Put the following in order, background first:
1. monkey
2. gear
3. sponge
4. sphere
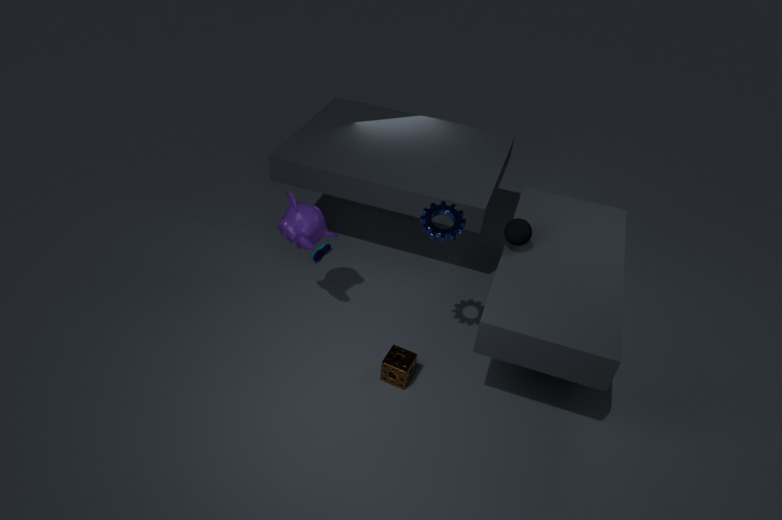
monkey → sponge → sphere → gear
